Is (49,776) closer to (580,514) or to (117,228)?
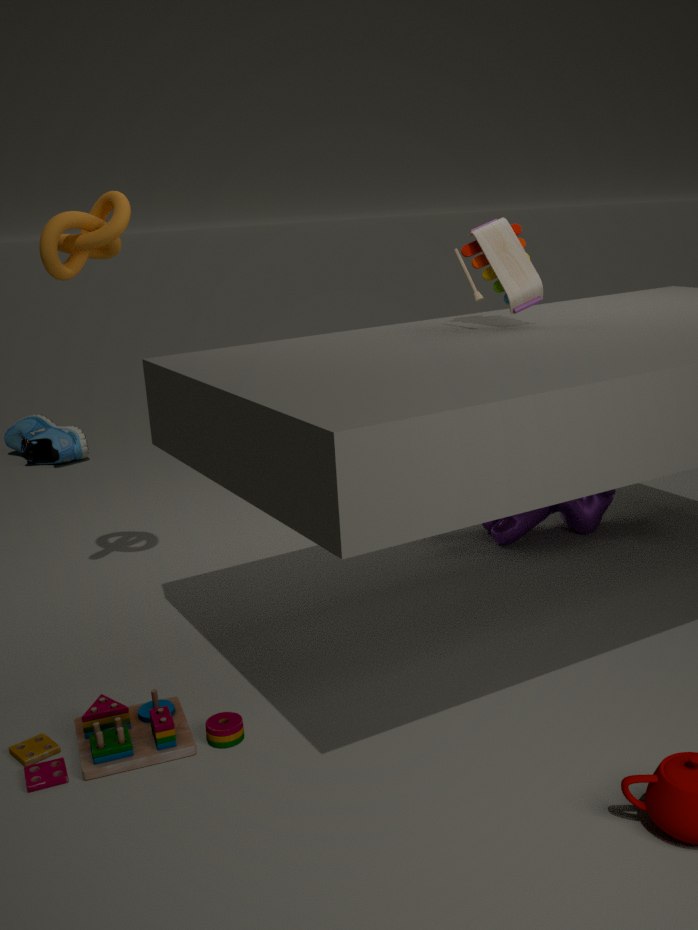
(117,228)
